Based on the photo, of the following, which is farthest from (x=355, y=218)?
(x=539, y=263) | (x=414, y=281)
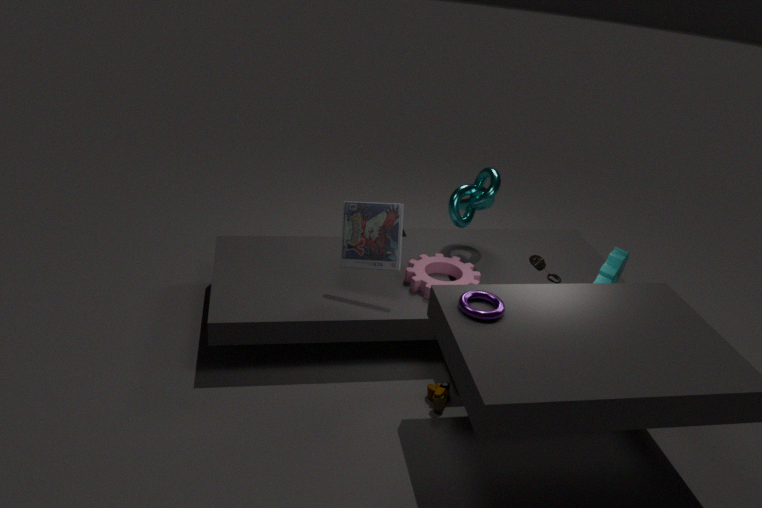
(x=539, y=263)
